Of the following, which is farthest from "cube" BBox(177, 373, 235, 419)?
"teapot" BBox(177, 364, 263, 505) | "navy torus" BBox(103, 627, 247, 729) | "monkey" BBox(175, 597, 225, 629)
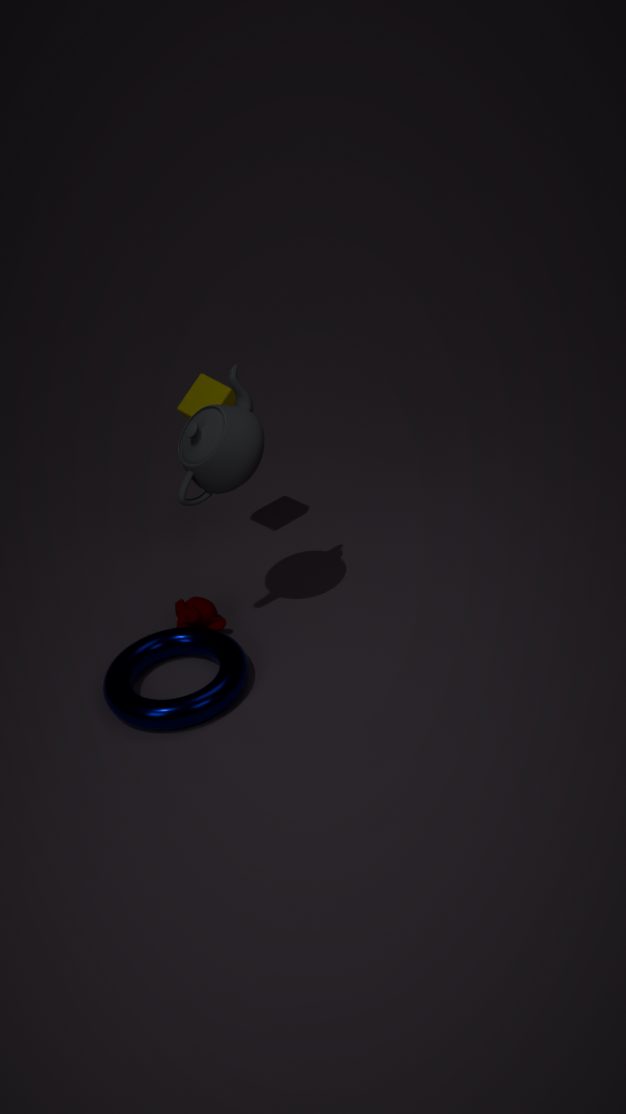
"navy torus" BBox(103, 627, 247, 729)
